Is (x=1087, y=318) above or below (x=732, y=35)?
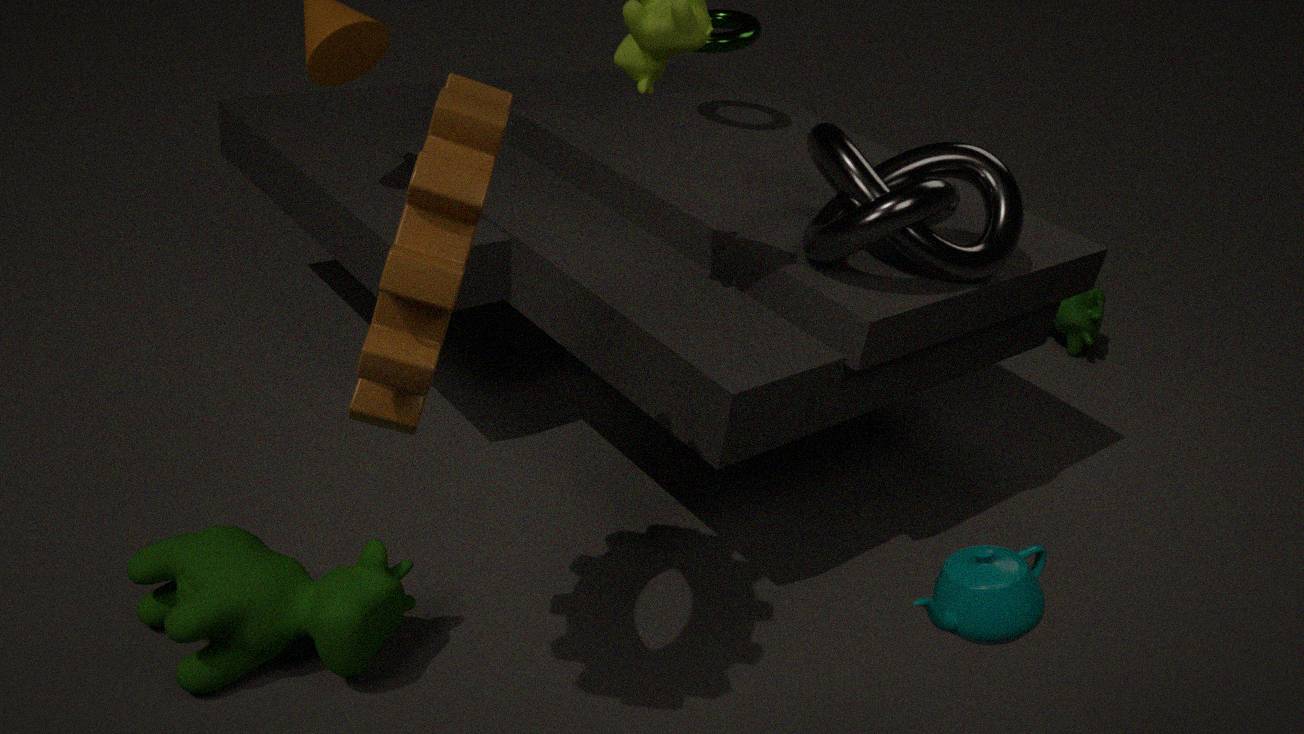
below
